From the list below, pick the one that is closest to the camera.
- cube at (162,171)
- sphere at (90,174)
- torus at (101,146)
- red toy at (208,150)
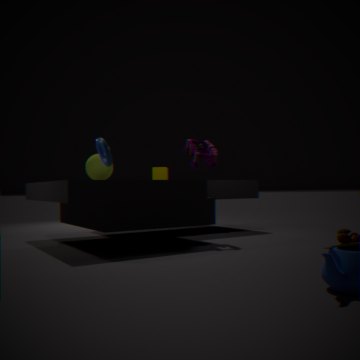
torus at (101,146)
